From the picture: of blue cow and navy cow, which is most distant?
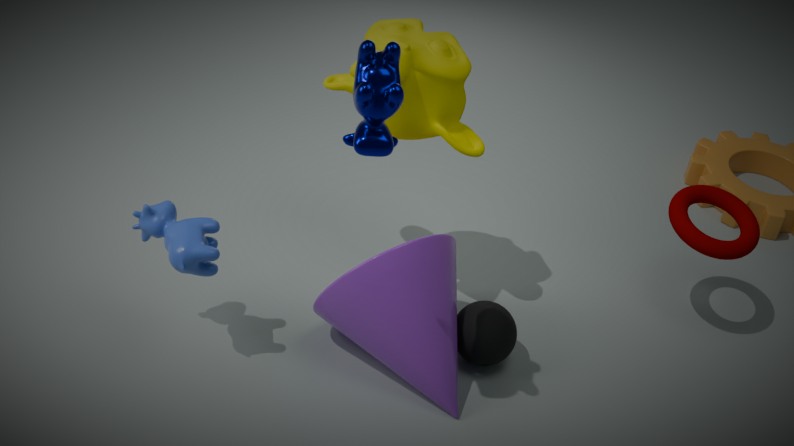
blue cow
